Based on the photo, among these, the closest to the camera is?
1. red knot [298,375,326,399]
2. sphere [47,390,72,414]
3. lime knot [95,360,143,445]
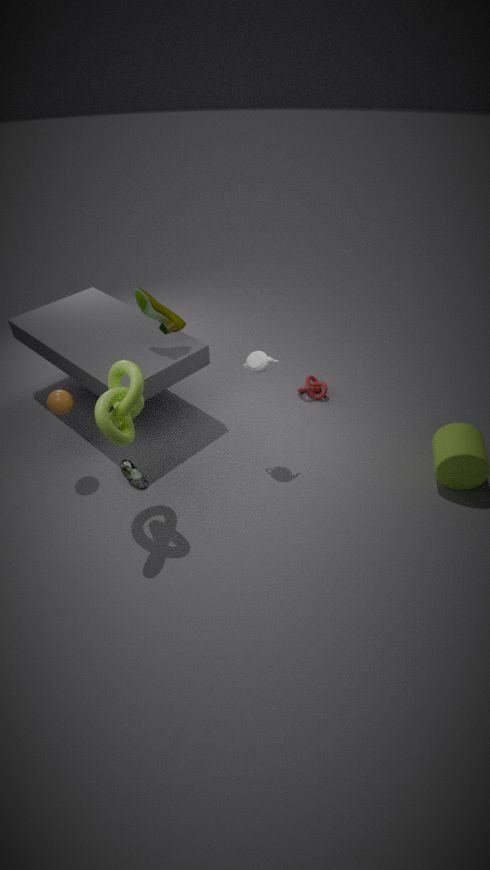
lime knot [95,360,143,445]
